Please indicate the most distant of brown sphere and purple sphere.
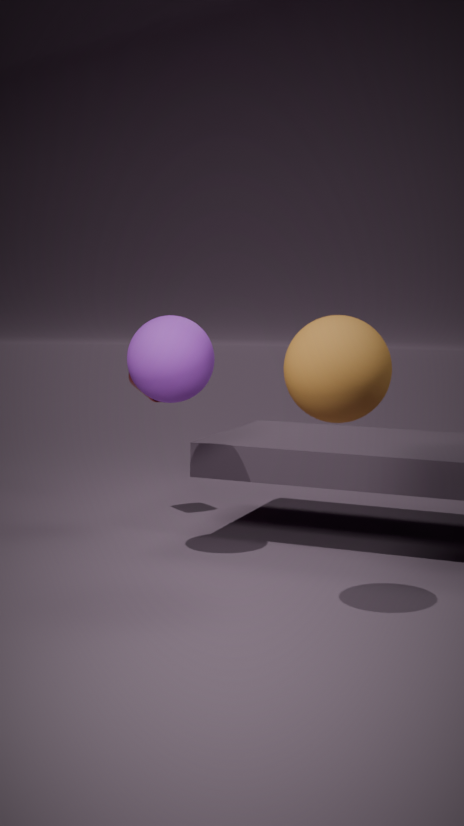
purple sphere
